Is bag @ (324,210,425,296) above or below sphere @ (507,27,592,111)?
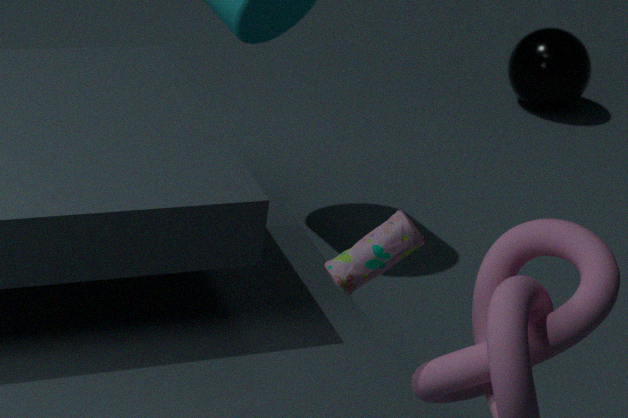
above
